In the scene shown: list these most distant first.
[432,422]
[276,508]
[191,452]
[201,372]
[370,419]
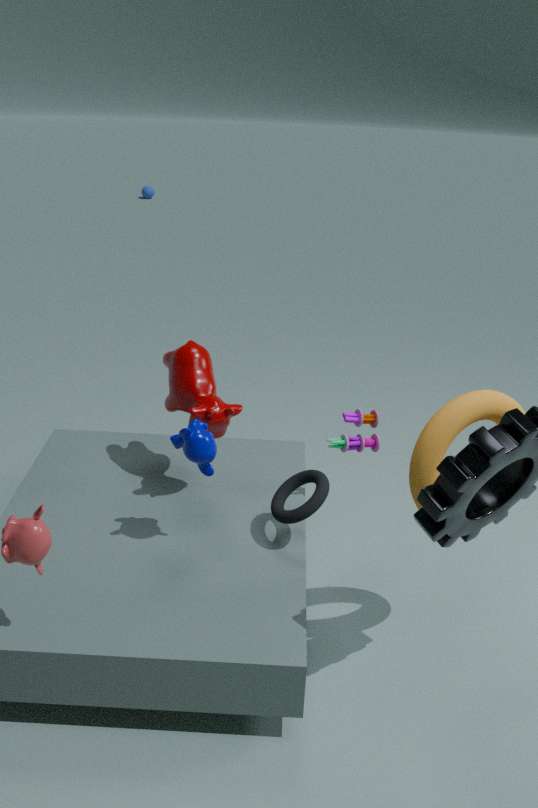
[370,419] → [201,372] → [276,508] → [191,452] → [432,422]
